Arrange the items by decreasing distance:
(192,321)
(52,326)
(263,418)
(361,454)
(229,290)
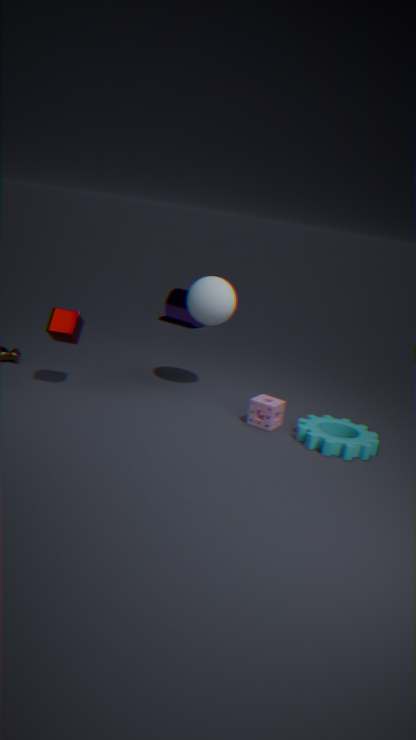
(192,321) → (229,290) → (263,418) → (52,326) → (361,454)
